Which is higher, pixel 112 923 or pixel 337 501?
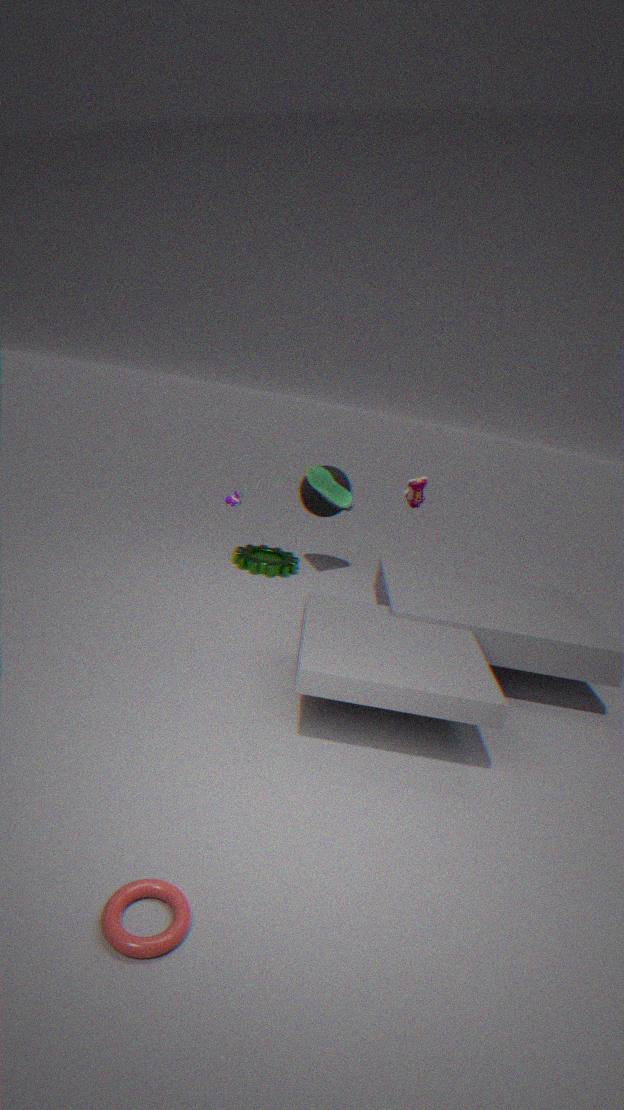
pixel 337 501
